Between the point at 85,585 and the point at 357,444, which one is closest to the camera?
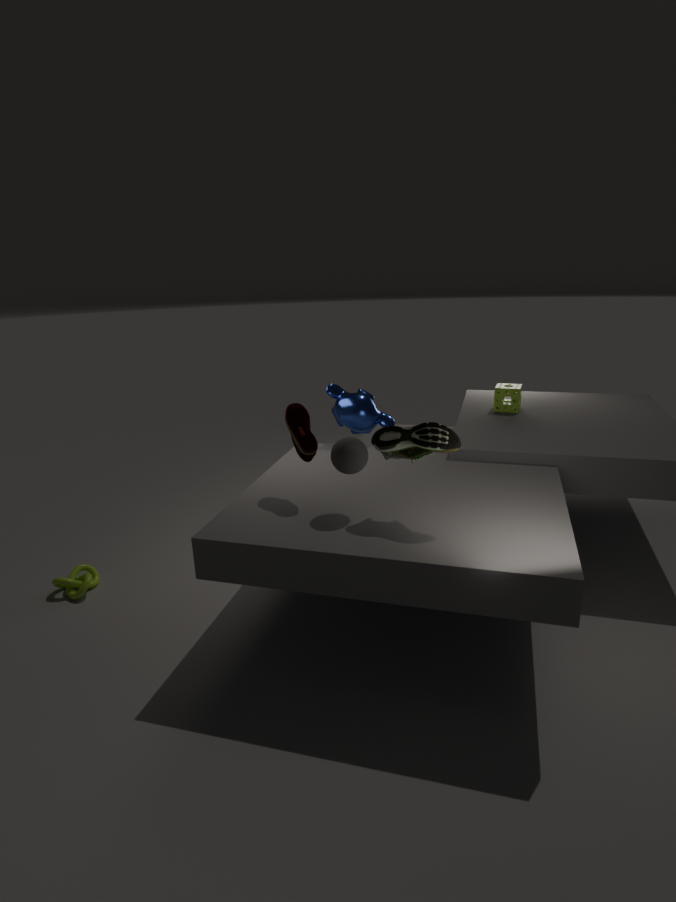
the point at 357,444
